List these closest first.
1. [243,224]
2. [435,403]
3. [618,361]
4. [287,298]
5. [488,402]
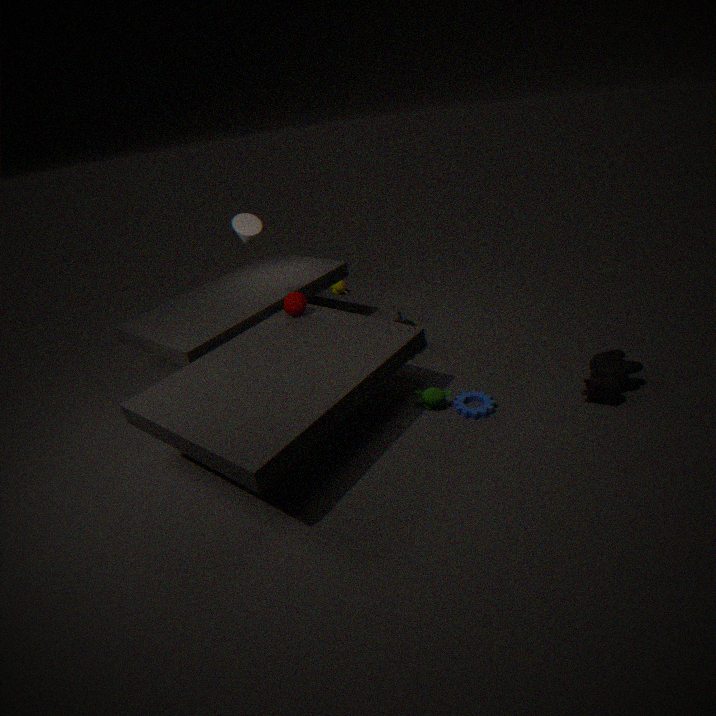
[618,361] → [488,402] → [435,403] → [243,224] → [287,298]
